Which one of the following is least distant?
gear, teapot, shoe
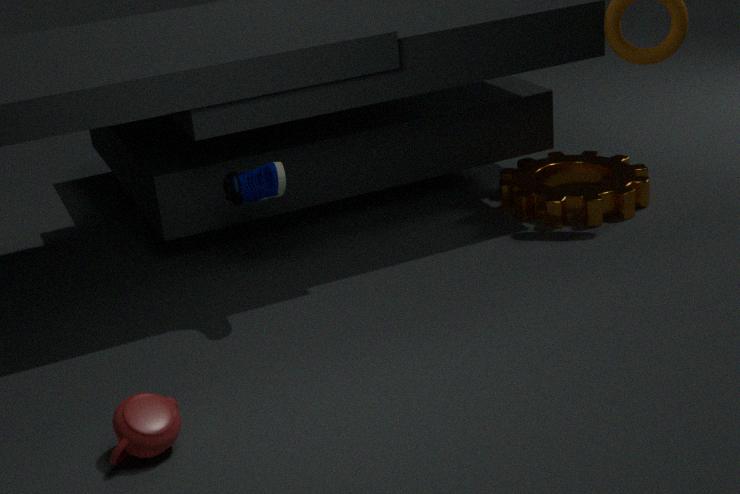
teapot
